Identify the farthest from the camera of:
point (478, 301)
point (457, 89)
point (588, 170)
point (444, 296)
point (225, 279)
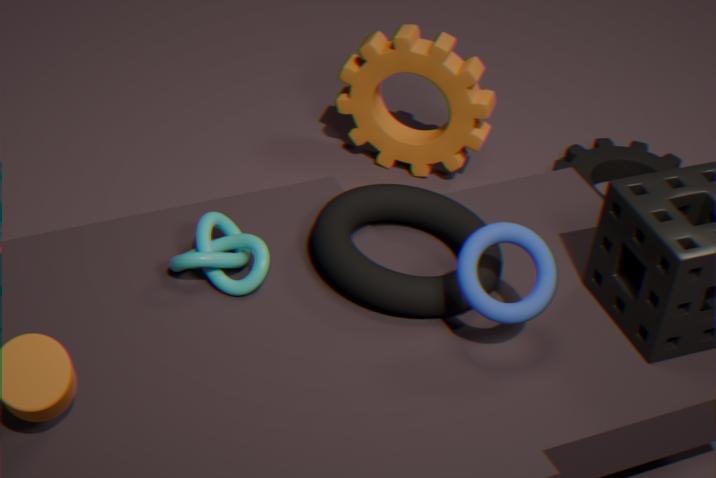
point (588, 170)
